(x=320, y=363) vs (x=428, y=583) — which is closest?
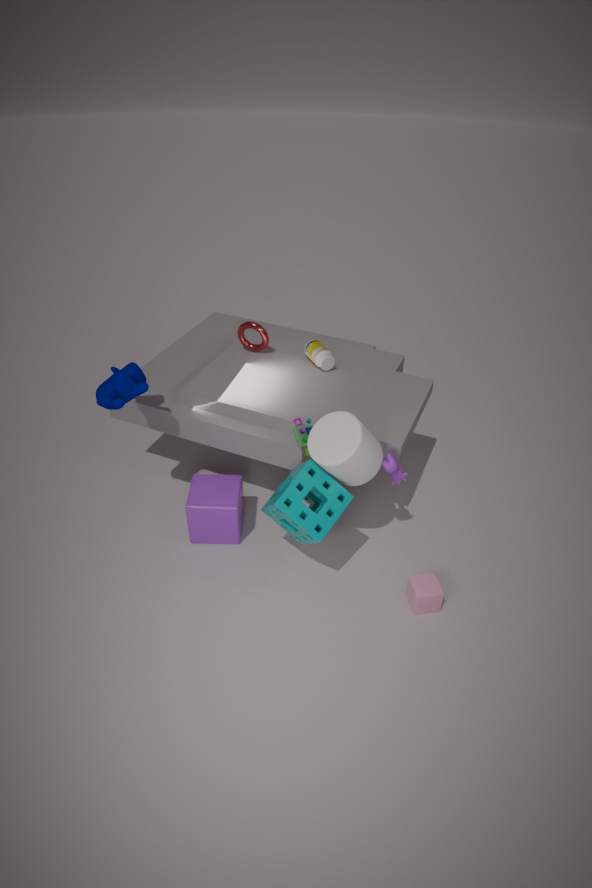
(x=428, y=583)
